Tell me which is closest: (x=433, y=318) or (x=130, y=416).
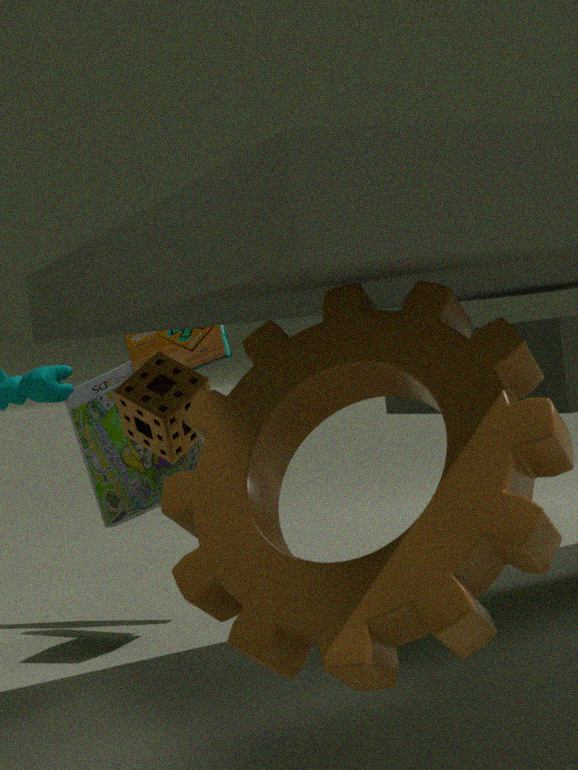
(x=433, y=318)
